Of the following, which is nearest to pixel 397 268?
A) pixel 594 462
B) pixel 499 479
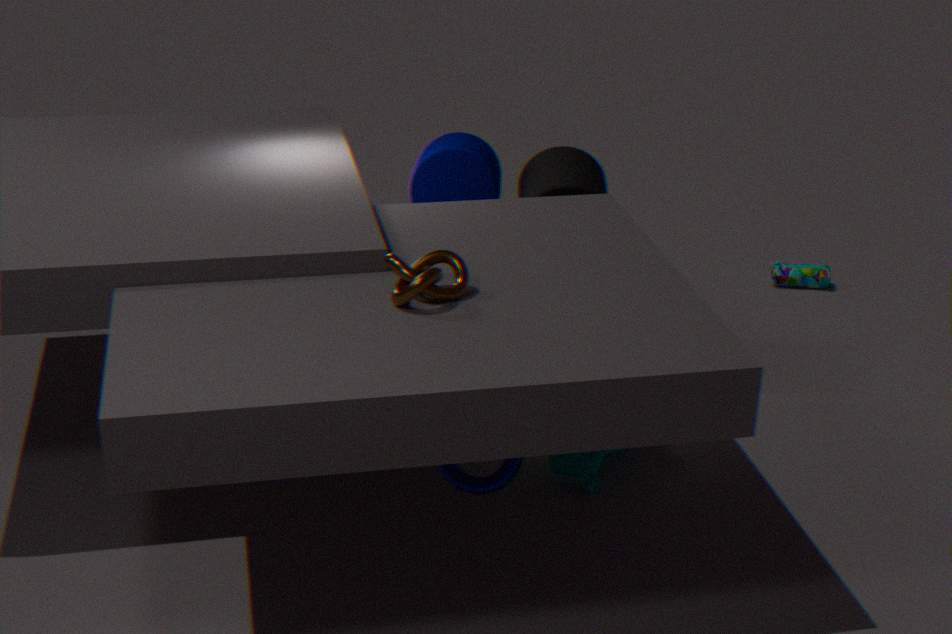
pixel 499 479
